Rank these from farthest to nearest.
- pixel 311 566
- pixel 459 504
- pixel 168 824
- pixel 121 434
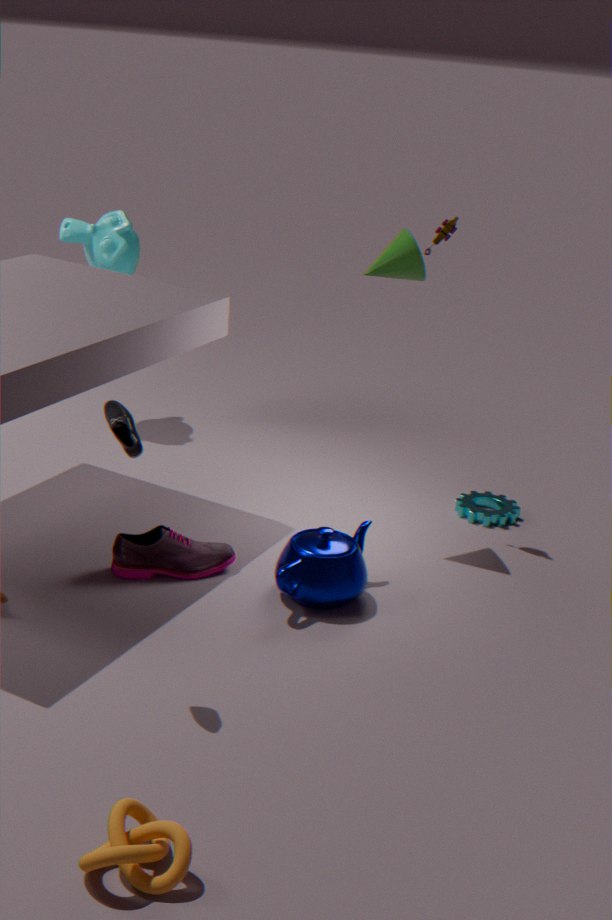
pixel 459 504, pixel 311 566, pixel 121 434, pixel 168 824
